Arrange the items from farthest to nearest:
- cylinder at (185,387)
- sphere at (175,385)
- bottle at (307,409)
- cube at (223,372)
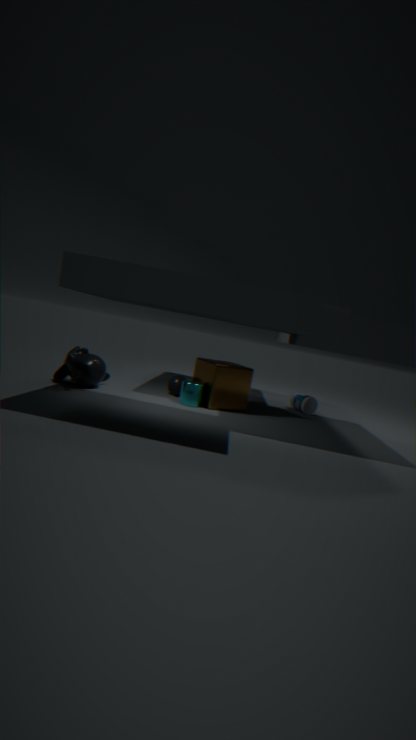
bottle at (307,409), sphere at (175,385), cube at (223,372), cylinder at (185,387)
